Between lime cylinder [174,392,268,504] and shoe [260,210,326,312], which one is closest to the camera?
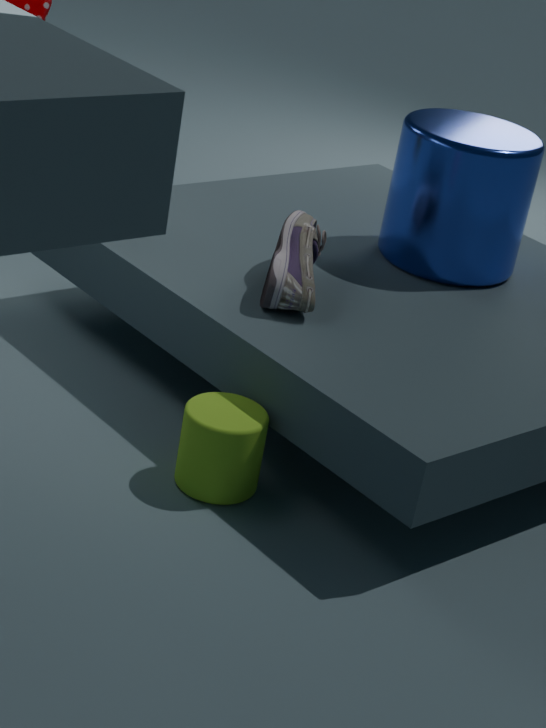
lime cylinder [174,392,268,504]
